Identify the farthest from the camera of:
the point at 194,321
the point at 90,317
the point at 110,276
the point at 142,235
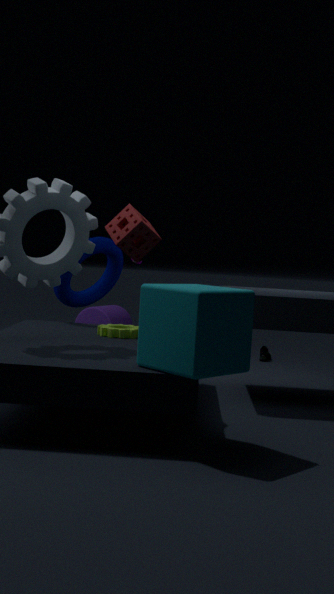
the point at 90,317
